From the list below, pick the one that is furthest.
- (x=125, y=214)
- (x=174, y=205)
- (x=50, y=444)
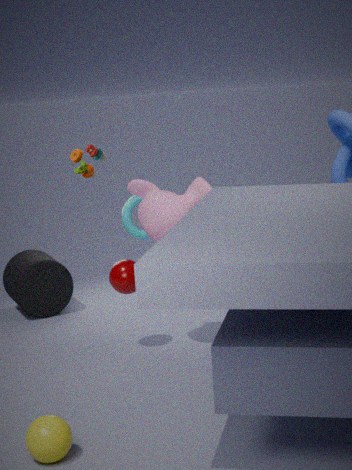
(x=125, y=214)
